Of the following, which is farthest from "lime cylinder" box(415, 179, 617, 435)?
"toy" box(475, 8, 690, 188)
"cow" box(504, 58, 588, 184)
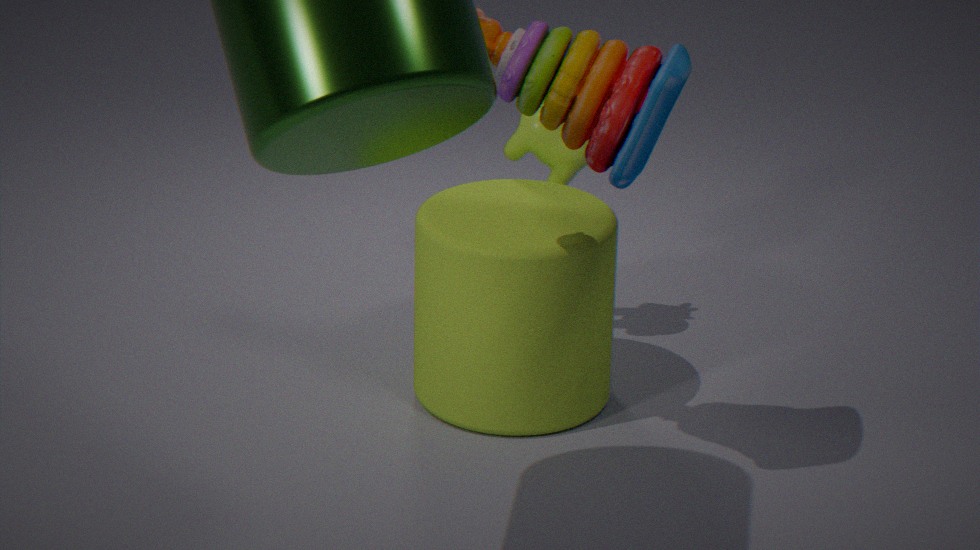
"toy" box(475, 8, 690, 188)
